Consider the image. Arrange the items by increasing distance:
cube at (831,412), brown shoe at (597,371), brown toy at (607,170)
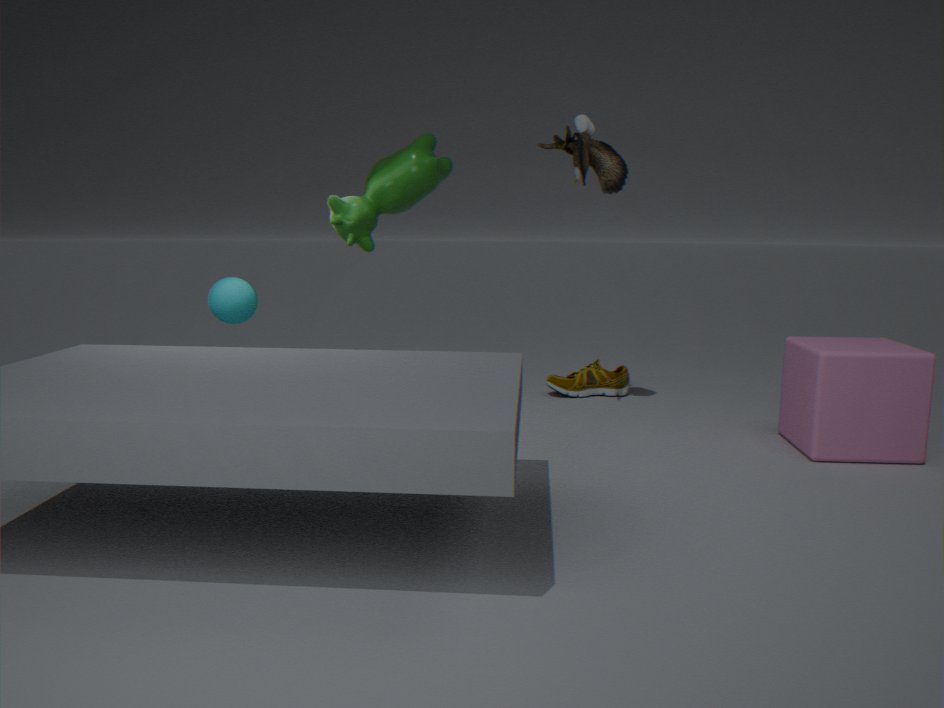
cube at (831,412) → brown toy at (607,170) → brown shoe at (597,371)
